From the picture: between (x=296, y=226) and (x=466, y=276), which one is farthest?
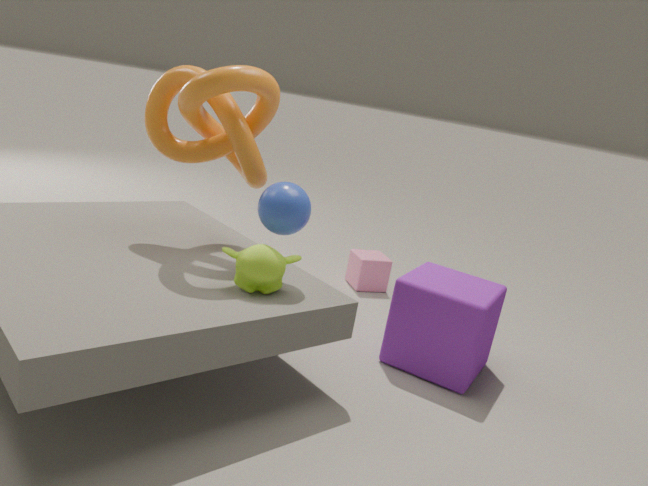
(x=466, y=276)
